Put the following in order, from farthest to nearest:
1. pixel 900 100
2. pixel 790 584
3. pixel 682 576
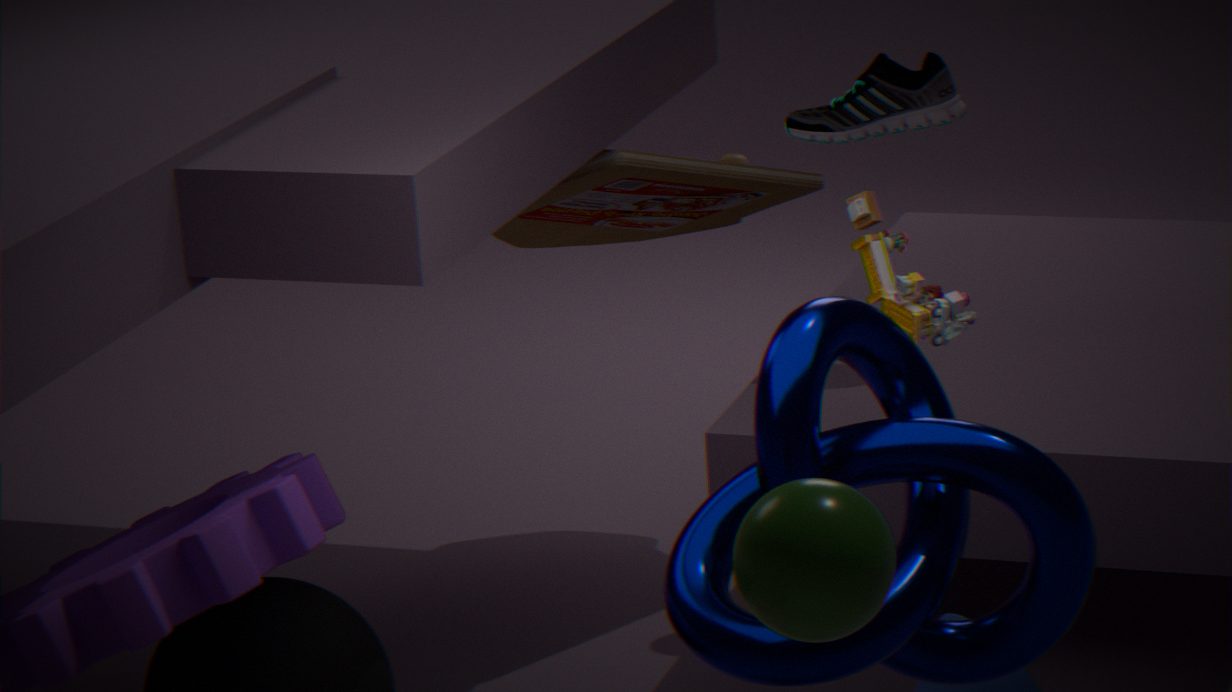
pixel 900 100 < pixel 682 576 < pixel 790 584
